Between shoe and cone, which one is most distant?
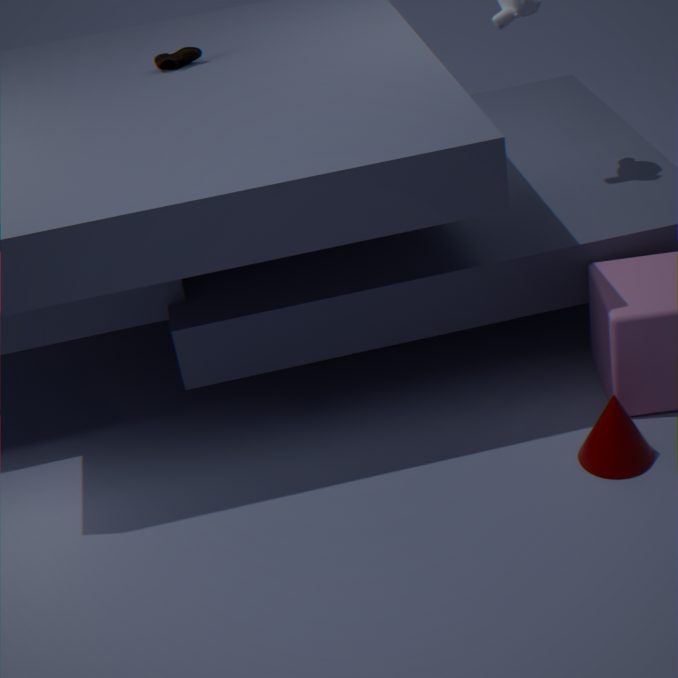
shoe
